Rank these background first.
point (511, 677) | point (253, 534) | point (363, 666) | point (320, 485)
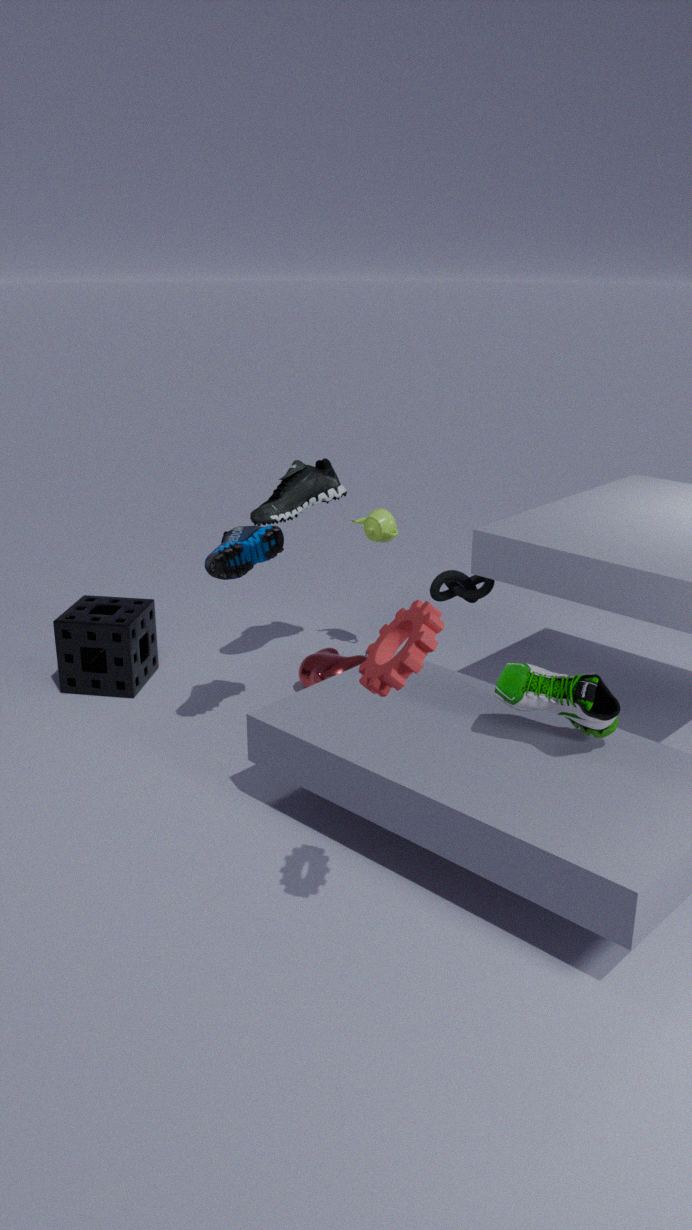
point (320, 485), point (253, 534), point (511, 677), point (363, 666)
